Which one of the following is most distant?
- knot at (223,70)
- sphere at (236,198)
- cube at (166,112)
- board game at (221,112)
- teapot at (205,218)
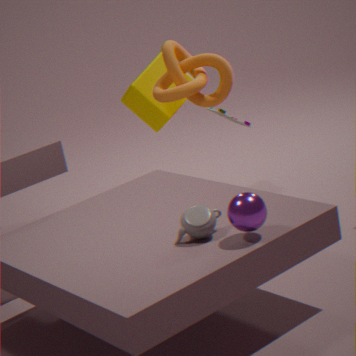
board game at (221,112)
